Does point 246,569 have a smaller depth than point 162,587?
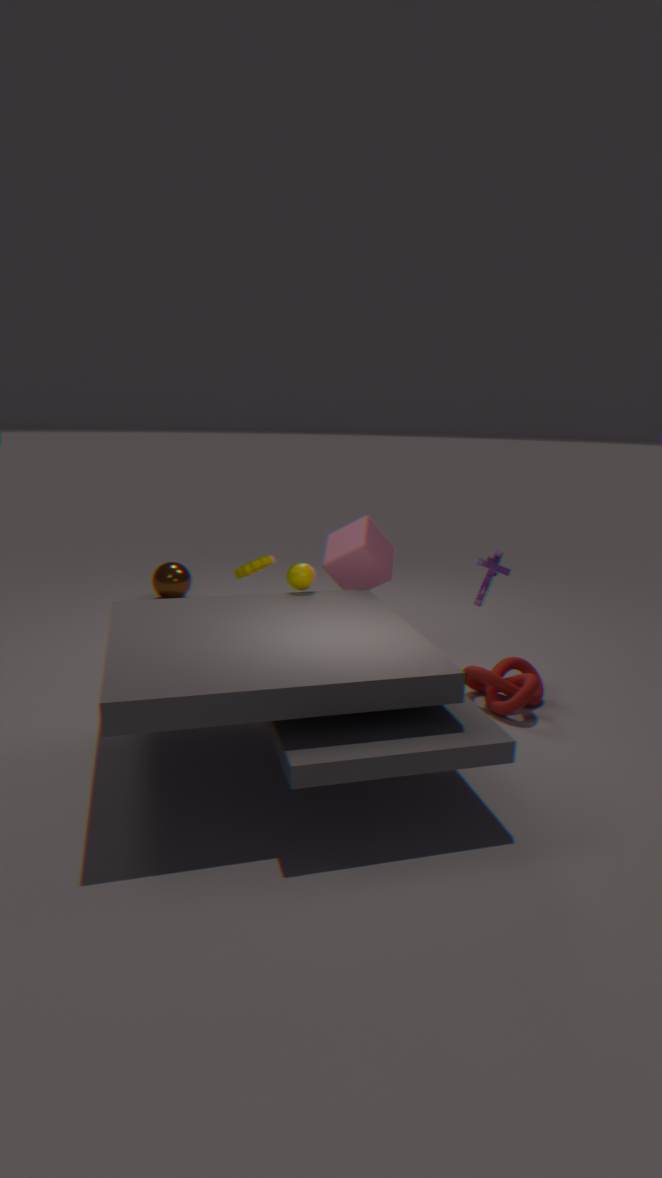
Yes
